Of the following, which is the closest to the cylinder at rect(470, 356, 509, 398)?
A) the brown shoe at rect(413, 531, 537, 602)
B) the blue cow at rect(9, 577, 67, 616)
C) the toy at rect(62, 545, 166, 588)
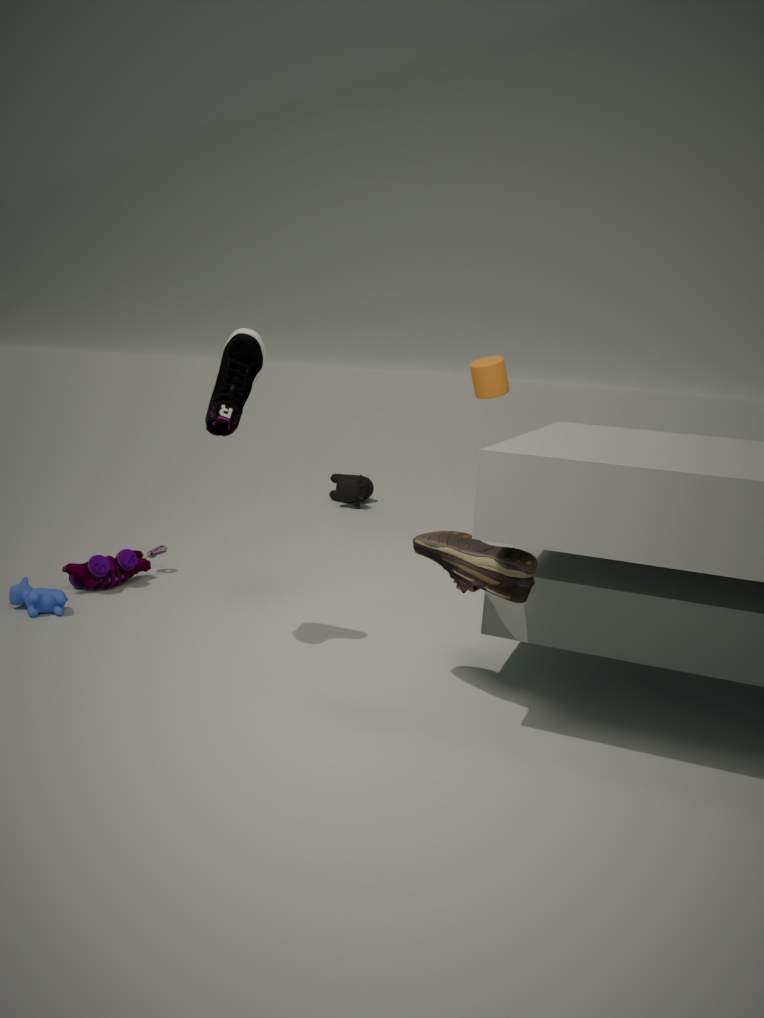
the brown shoe at rect(413, 531, 537, 602)
